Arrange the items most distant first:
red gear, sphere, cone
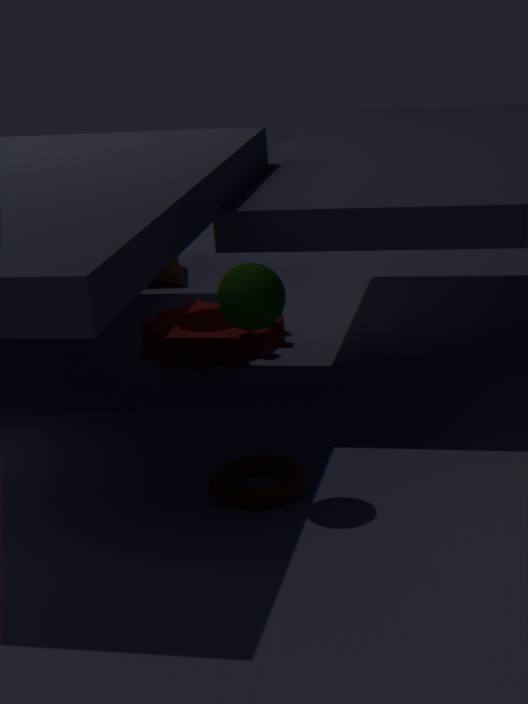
cone
red gear
sphere
